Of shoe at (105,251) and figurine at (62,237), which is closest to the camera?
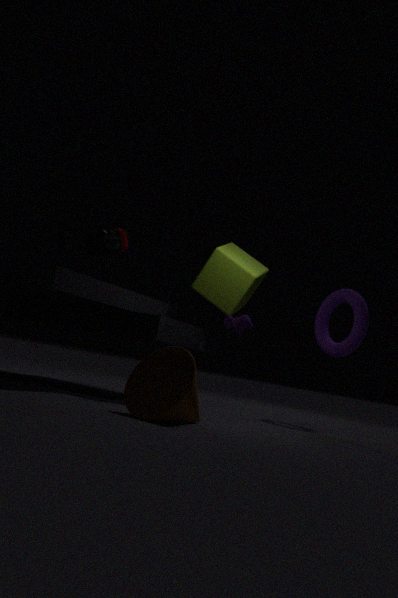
figurine at (62,237)
